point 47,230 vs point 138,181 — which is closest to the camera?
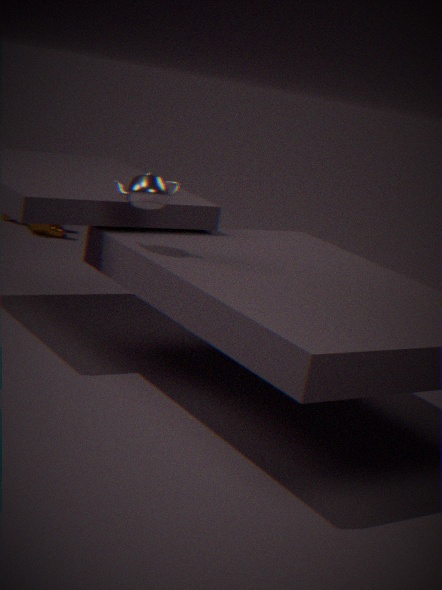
point 138,181
